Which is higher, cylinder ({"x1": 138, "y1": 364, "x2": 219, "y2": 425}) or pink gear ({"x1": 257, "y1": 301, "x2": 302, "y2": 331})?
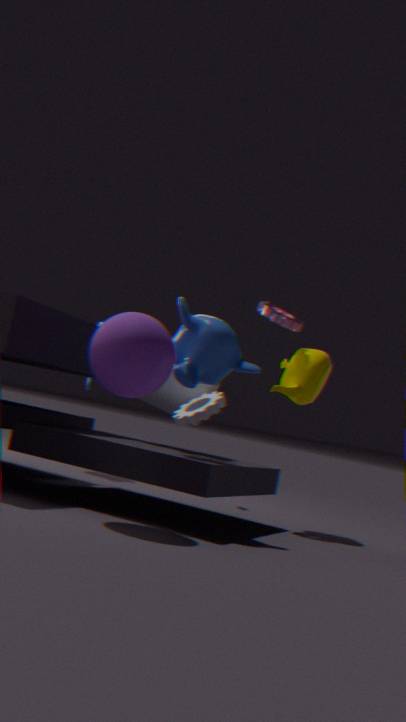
A: pink gear ({"x1": 257, "y1": 301, "x2": 302, "y2": 331})
